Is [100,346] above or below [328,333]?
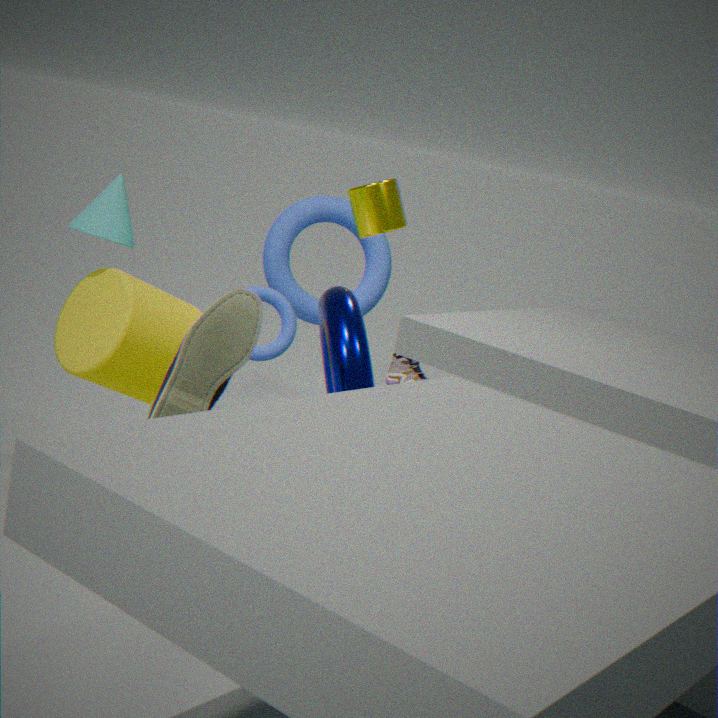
below
